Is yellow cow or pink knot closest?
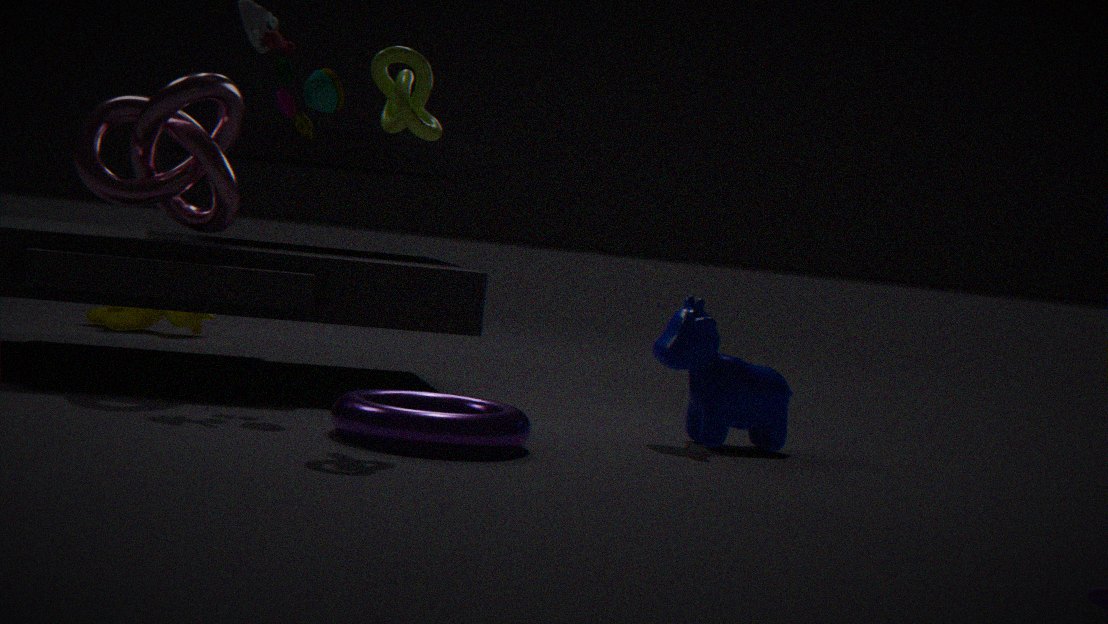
pink knot
